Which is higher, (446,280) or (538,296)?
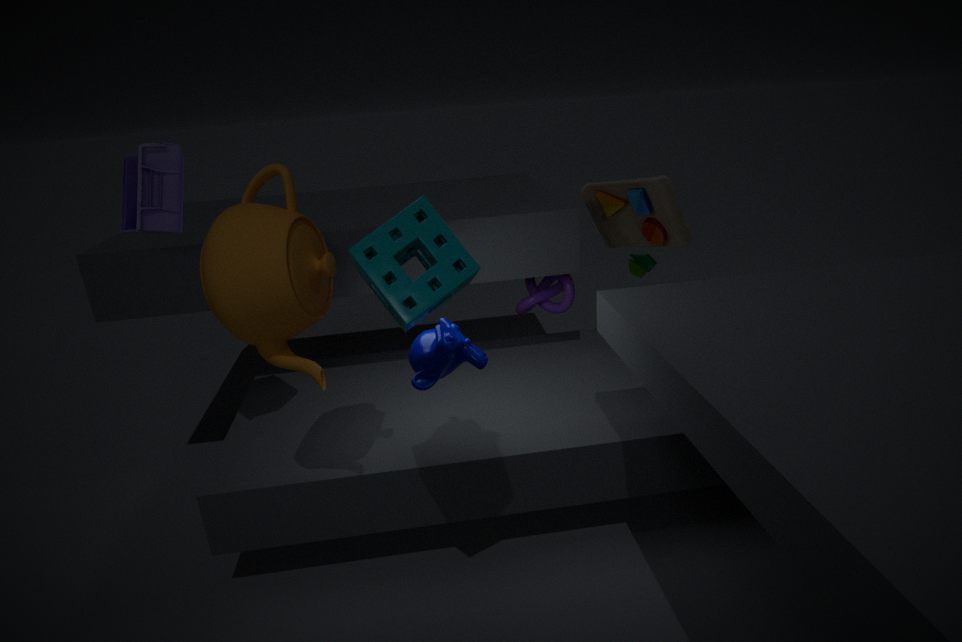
(446,280)
